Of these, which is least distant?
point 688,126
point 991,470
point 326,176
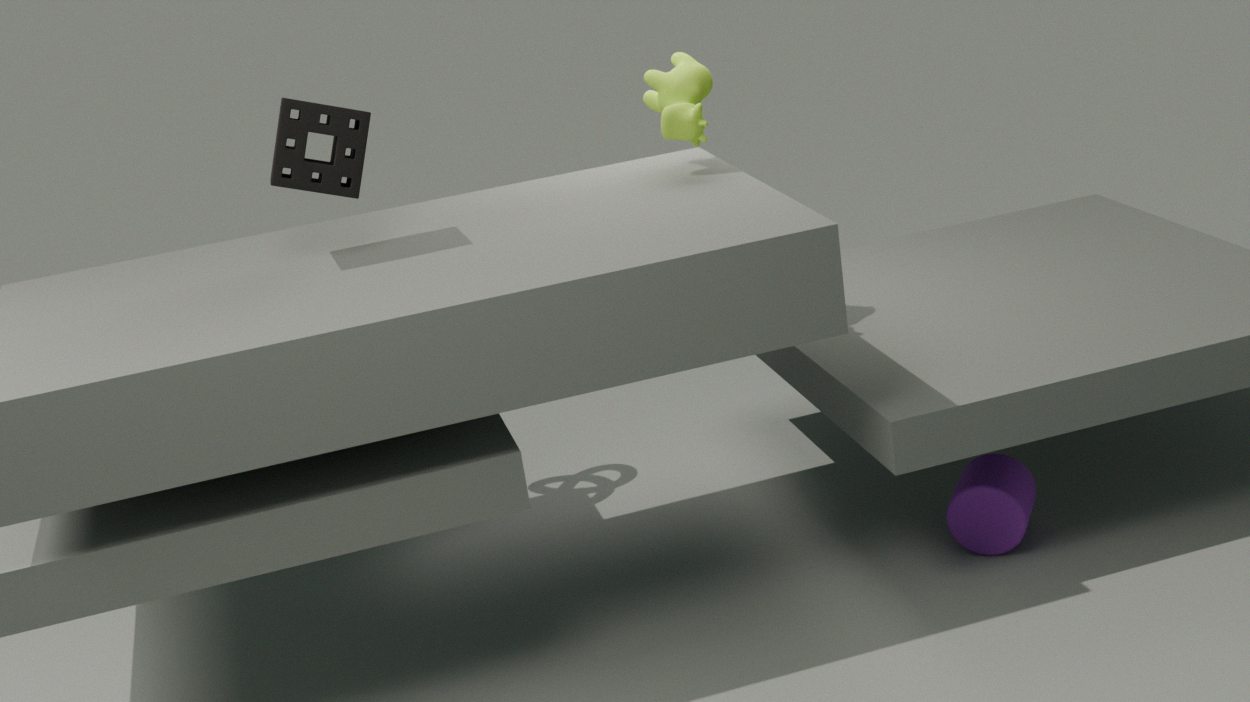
point 326,176
